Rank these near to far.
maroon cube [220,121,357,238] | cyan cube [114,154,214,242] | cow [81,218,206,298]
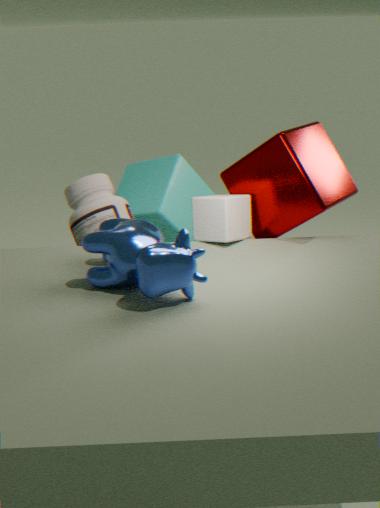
cow [81,218,206,298] < maroon cube [220,121,357,238] < cyan cube [114,154,214,242]
